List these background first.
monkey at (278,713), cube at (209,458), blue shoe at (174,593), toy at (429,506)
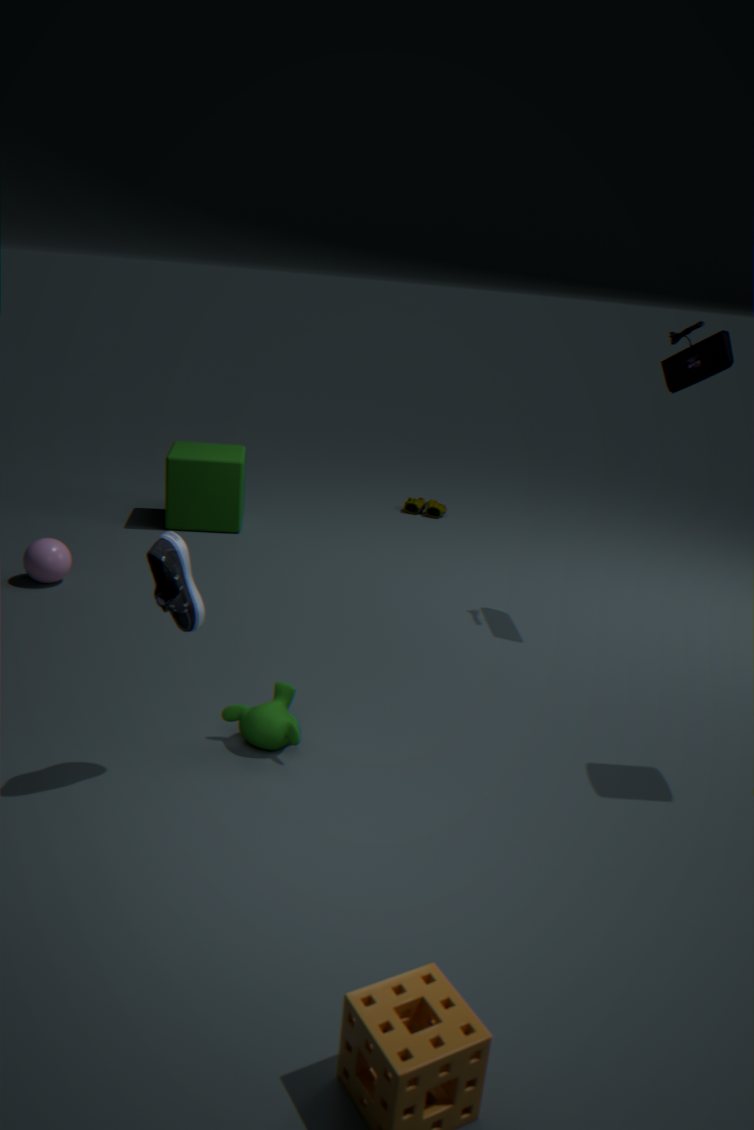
toy at (429,506)
cube at (209,458)
monkey at (278,713)
blue shoe at (174,593)
